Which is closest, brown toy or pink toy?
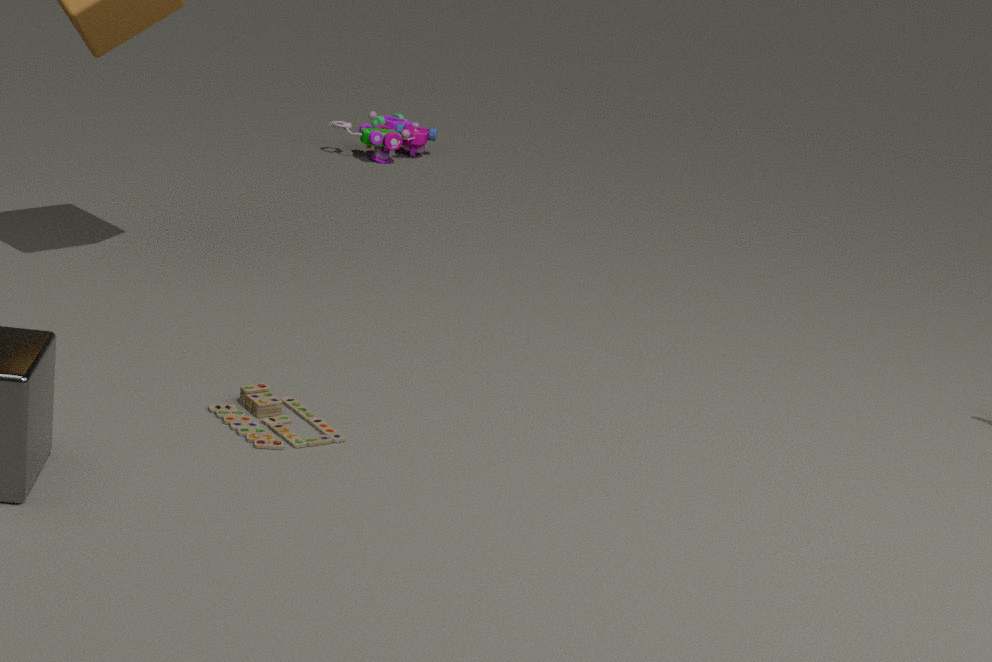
brown toy
